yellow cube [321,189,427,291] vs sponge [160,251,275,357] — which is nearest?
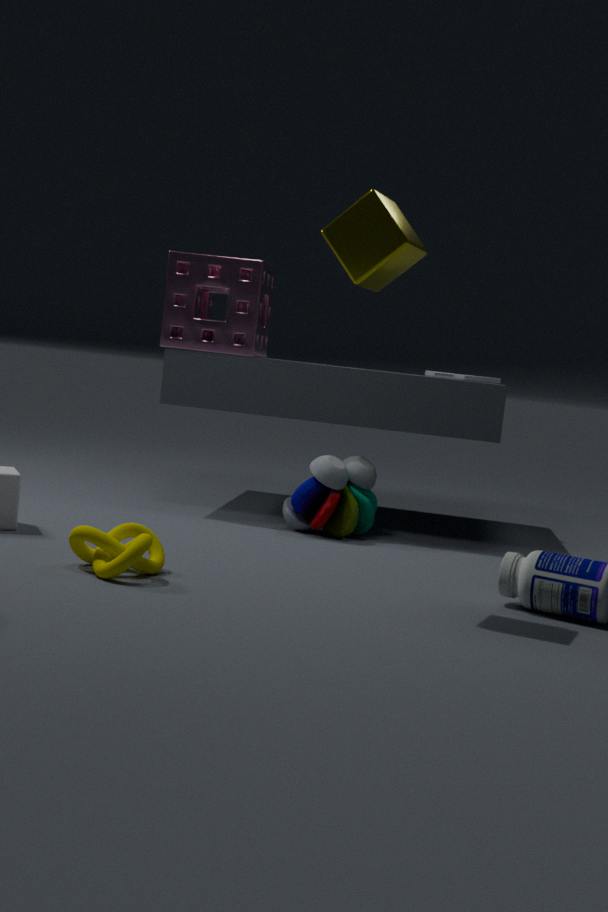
yellow cube [321,189,427,291]
